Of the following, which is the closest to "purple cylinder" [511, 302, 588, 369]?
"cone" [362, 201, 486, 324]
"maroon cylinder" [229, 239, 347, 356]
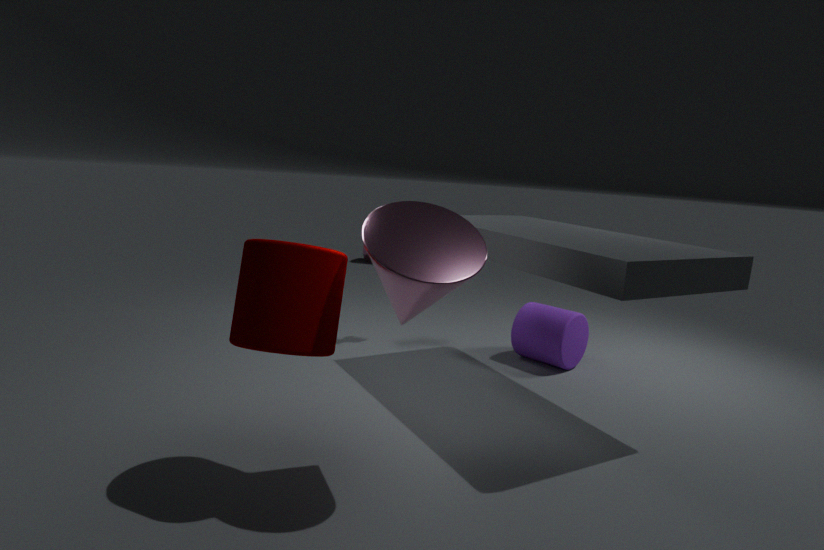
"cone" [362, 201, 486, 324]
